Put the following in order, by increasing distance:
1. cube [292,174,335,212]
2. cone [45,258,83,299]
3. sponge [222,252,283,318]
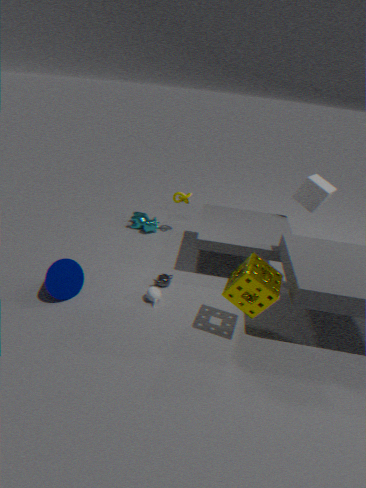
sponge [222,252,283,318] < cone [45,258,83,299] < cube [292,174,335,212]
